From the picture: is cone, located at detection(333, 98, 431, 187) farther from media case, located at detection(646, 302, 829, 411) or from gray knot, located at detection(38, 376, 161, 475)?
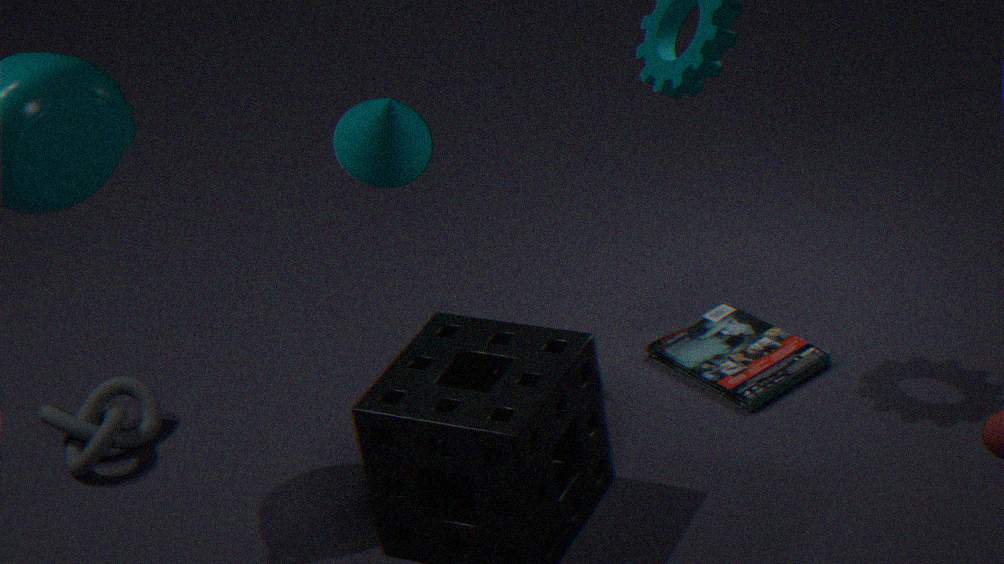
gray knot, located at detection(38, 376, 161, 475)
